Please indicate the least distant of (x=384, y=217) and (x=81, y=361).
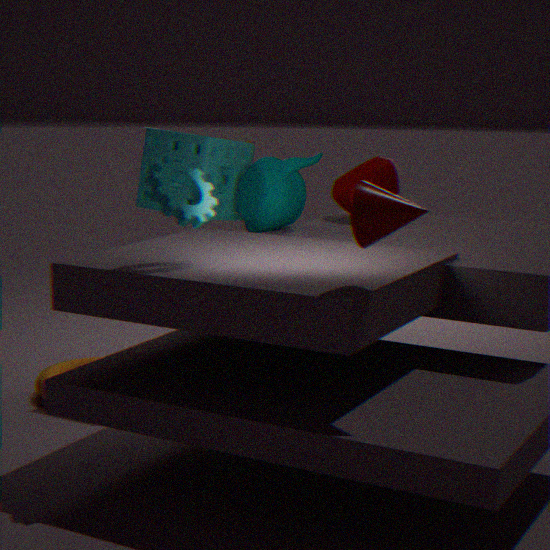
(x=384, y=217)
